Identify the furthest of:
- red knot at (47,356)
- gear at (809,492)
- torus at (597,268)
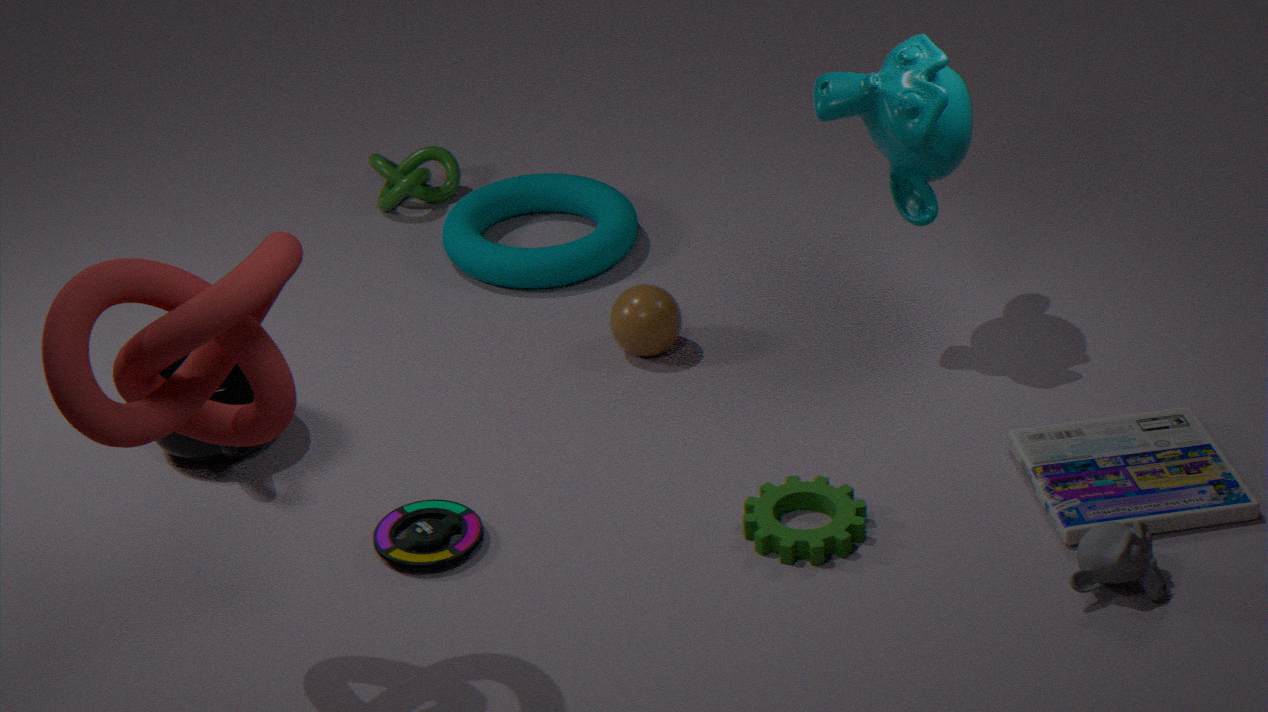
torus at (597,268)
